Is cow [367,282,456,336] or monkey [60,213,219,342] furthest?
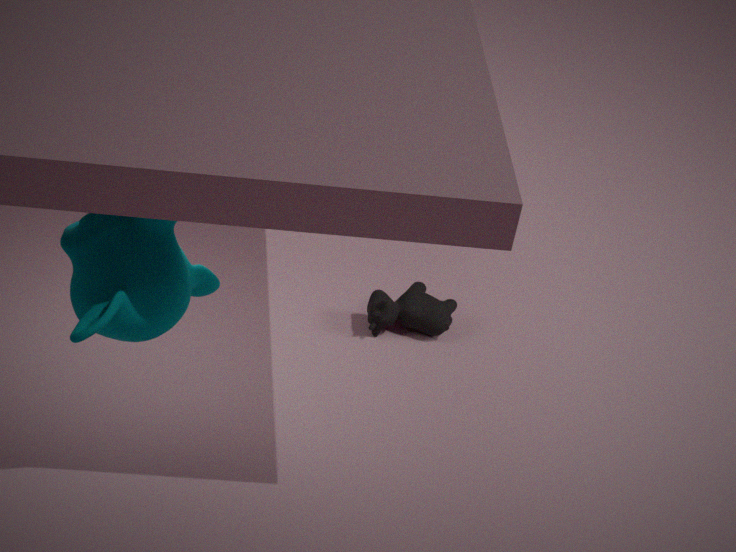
cow [367,282,456,336]
